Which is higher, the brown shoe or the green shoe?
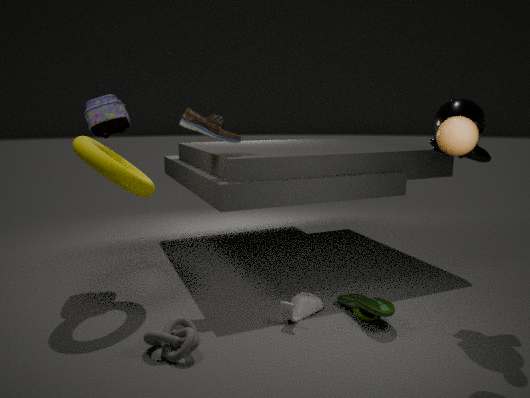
the brown shoe
